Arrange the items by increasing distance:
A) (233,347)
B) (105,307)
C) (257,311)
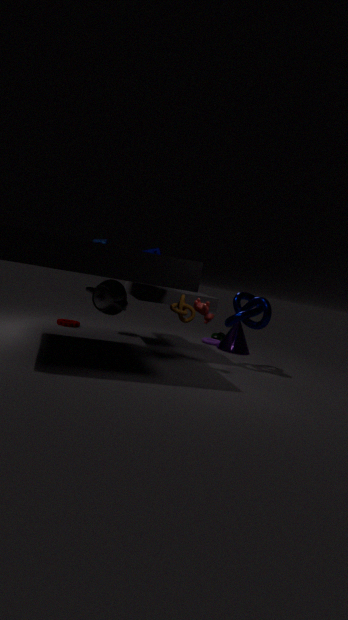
(105,307)
(257,311)
(233,347)
